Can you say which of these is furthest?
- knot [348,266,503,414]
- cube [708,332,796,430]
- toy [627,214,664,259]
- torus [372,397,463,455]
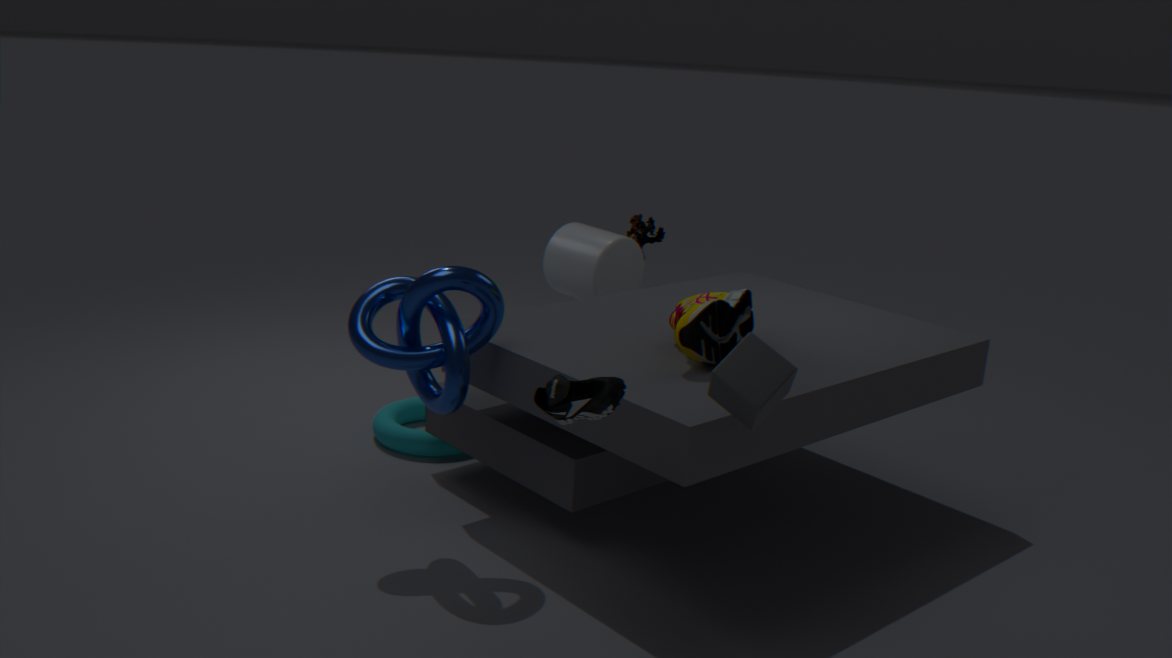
toy [627,214,664,259]
